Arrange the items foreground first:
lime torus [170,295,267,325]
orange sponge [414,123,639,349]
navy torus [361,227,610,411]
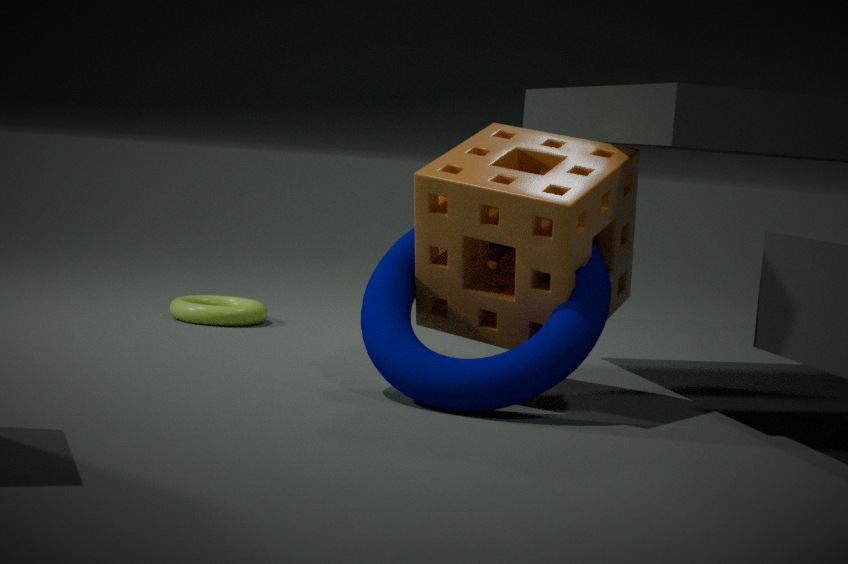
navy torus [361,227,610,411] < orange sponge [414,123,639,349] < lime torus [170,295,267,325]
